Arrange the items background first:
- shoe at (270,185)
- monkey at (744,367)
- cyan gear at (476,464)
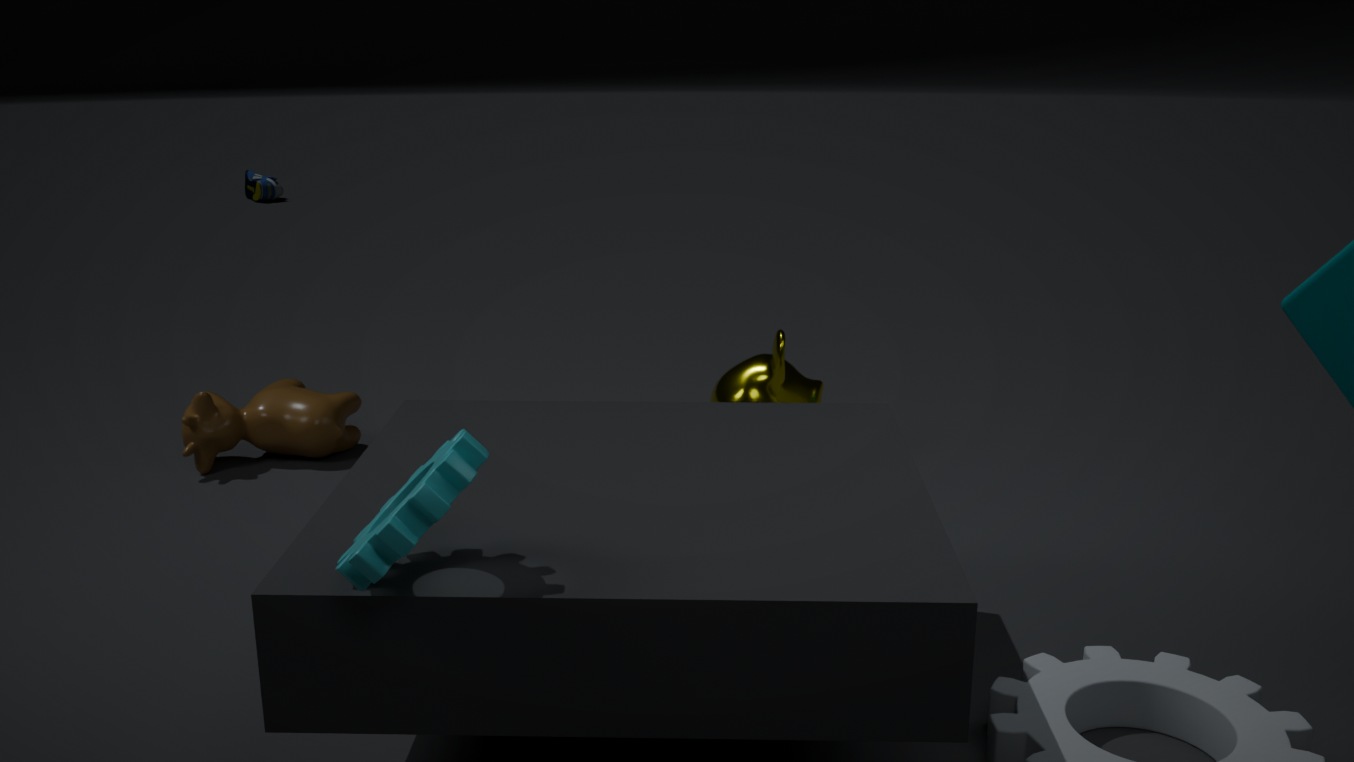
shoe at (270,185) < monkey at (744,367) < cyan gear at (476,464)
